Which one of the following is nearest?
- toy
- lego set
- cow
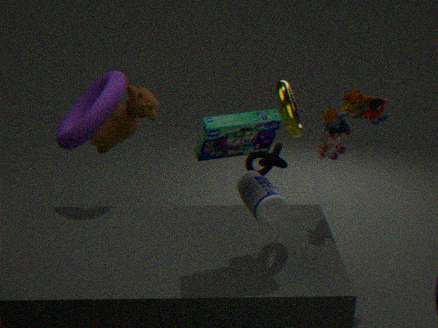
lego set
